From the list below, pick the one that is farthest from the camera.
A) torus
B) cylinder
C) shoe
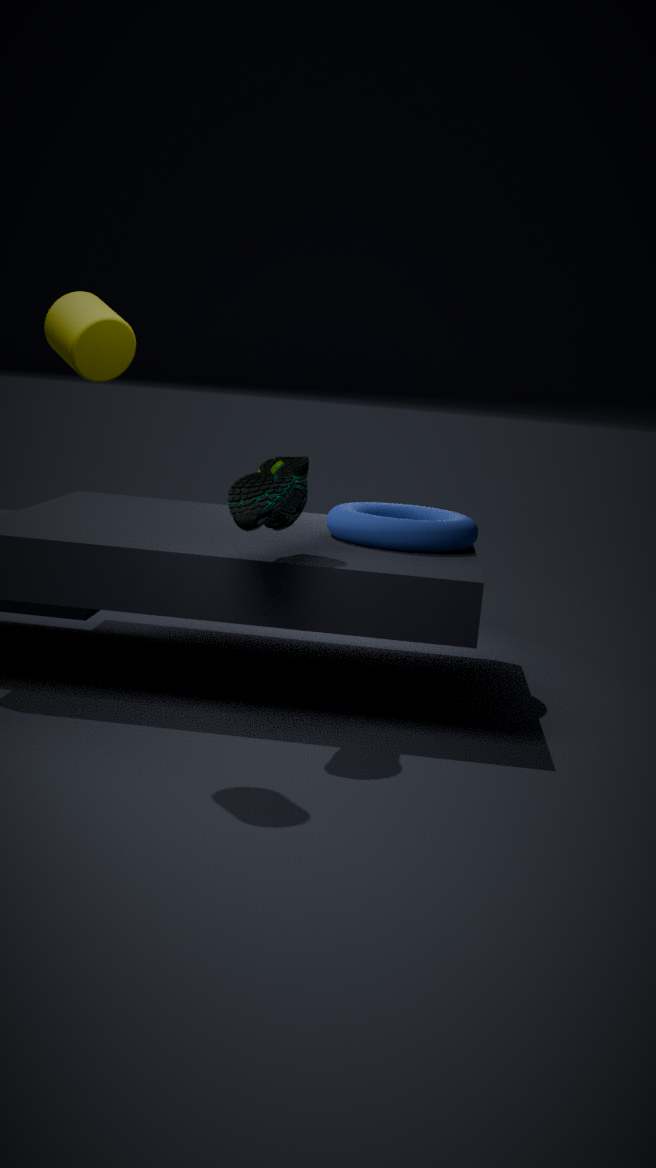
A. torus
